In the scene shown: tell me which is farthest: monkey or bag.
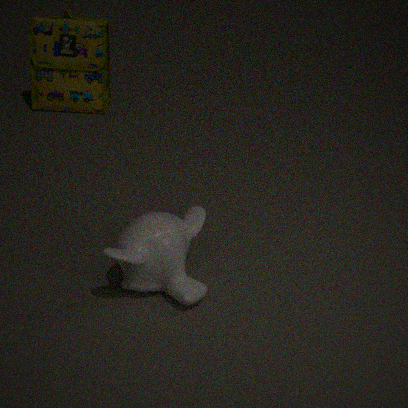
bag
